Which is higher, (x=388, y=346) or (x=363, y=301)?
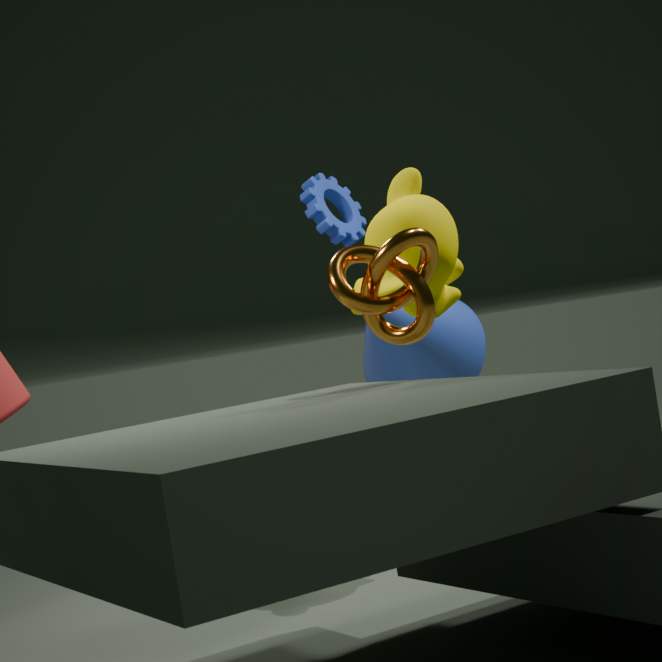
(x=363, y=301)
